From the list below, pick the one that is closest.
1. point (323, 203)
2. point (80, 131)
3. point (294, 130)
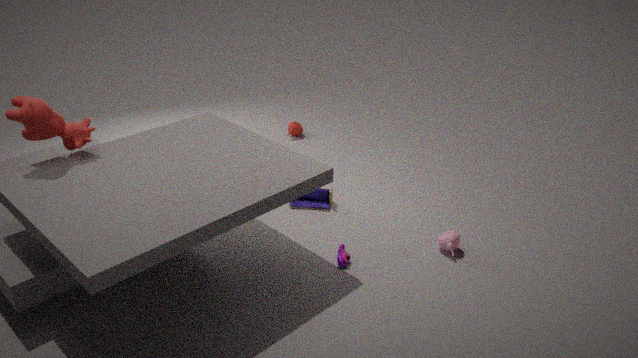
point (80, 131)
